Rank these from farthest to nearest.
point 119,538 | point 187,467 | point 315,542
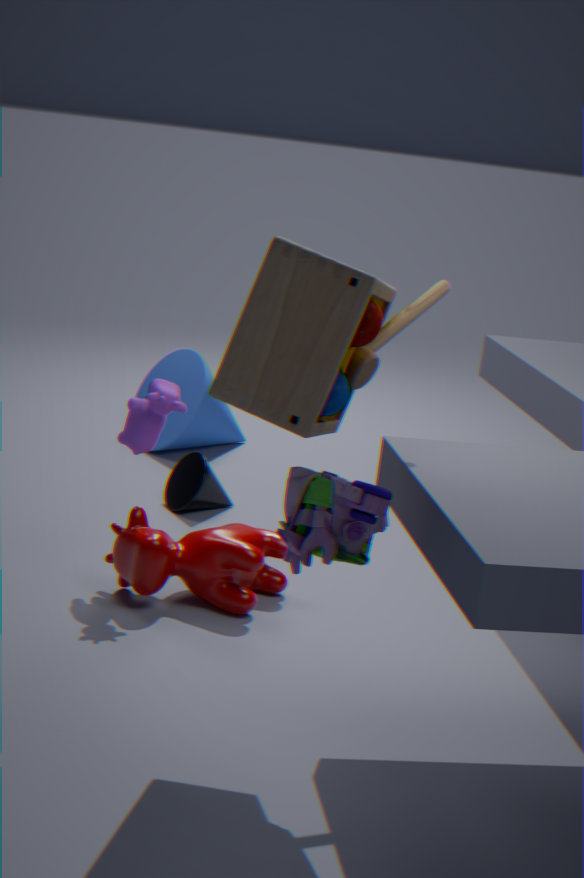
point 187,467, point 119,538, point 315,542
